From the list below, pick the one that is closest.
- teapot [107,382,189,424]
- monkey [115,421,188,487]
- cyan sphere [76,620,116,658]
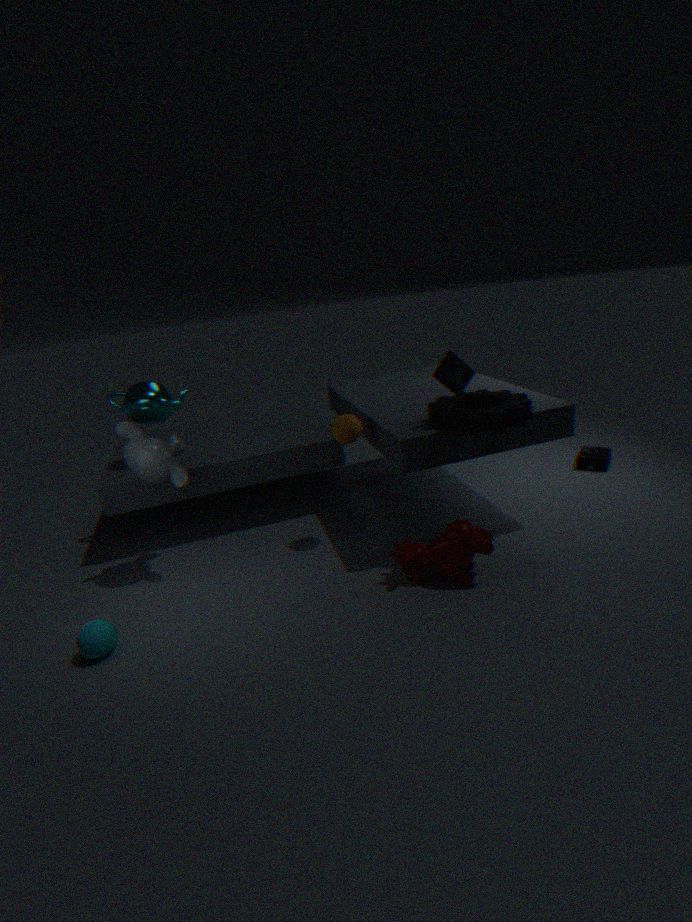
cyan sphere [76,620,116,658]
